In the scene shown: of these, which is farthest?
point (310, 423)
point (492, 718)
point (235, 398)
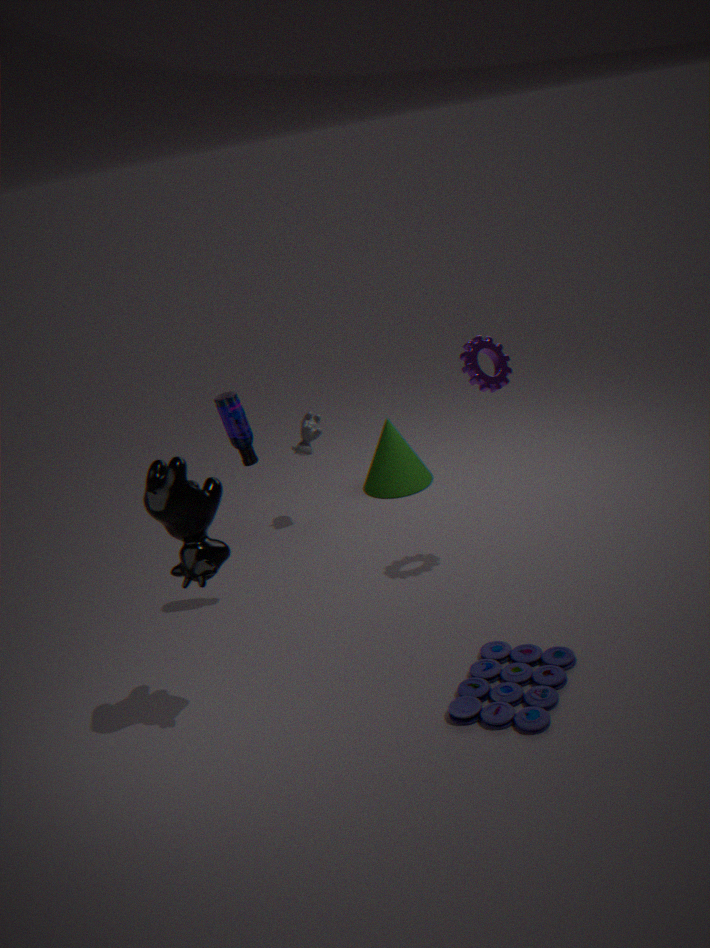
point (310, 423)
